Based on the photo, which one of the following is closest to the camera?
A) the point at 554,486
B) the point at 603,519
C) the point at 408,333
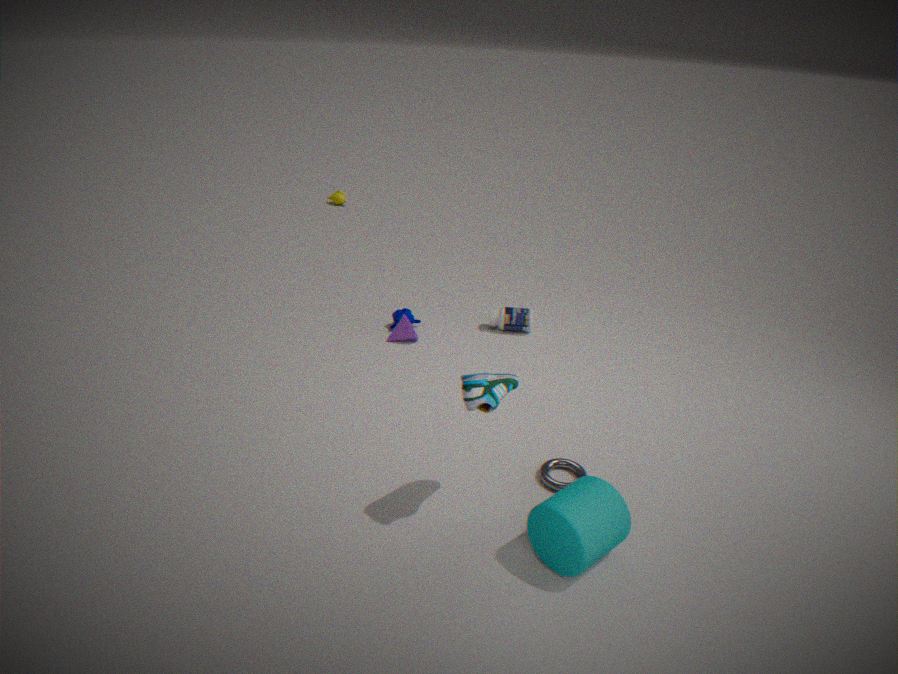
the point at 603,519
